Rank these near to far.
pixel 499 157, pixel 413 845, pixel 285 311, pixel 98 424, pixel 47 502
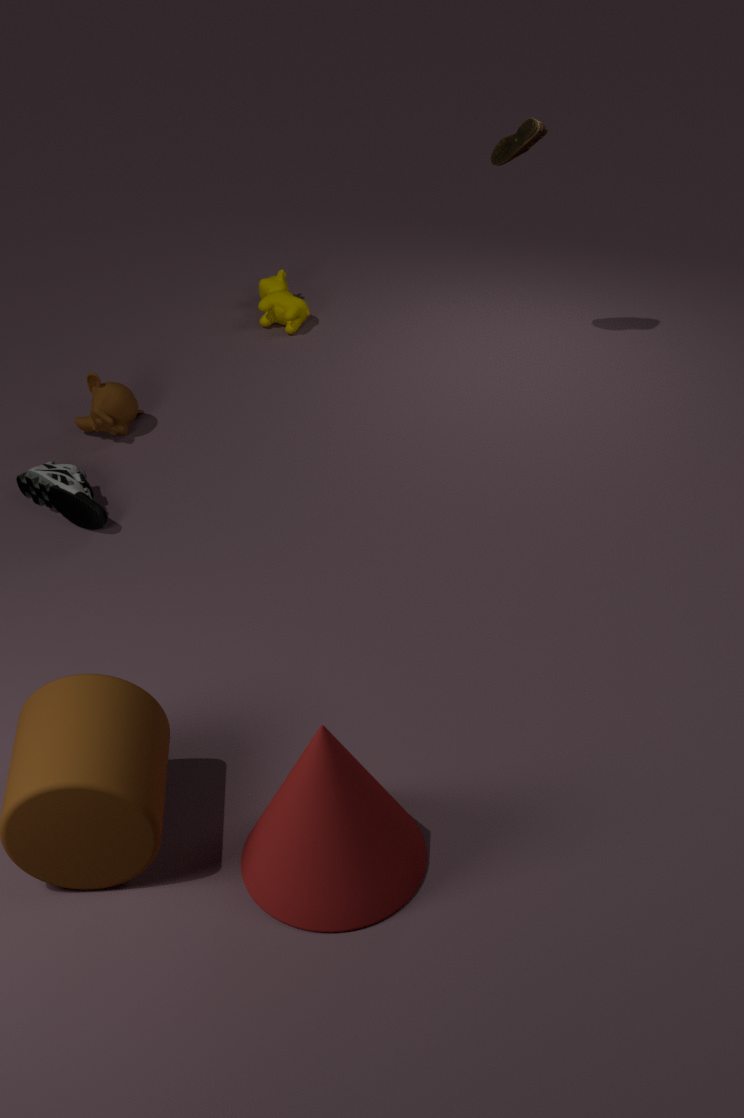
pixel 413 845
pixel 47 502
pixel 499 157
pixel 98 424
pixel 285 311
